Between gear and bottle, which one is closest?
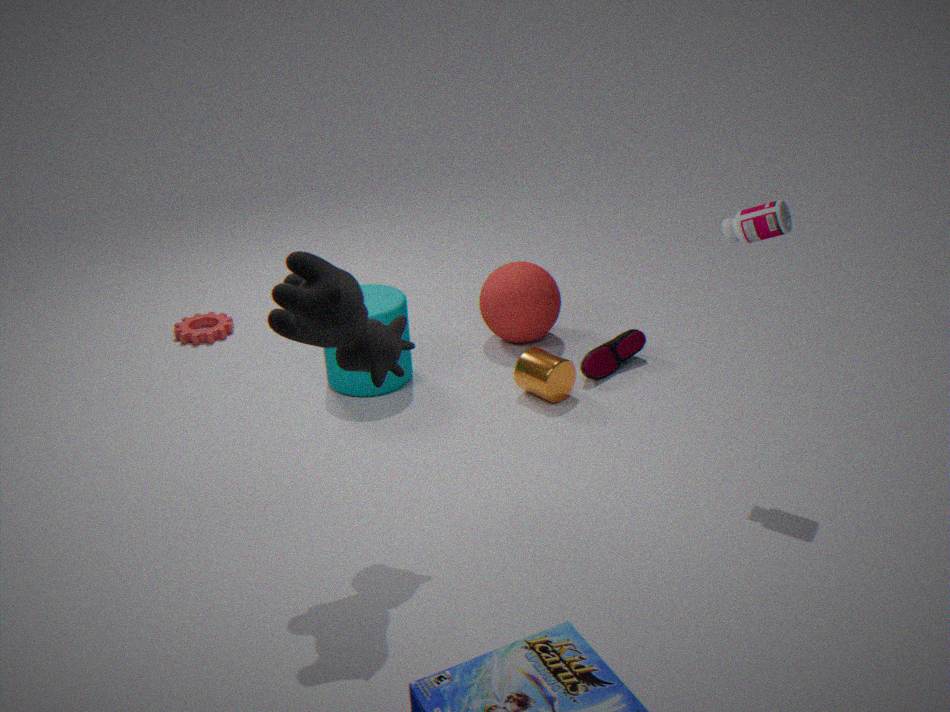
bottle
